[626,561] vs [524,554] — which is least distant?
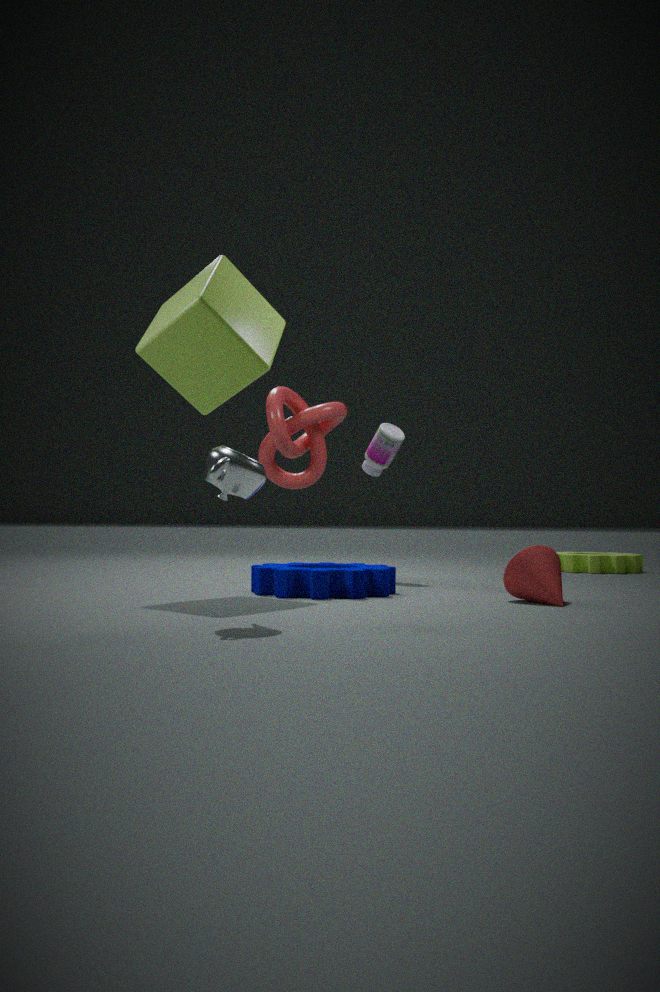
[524,554]
